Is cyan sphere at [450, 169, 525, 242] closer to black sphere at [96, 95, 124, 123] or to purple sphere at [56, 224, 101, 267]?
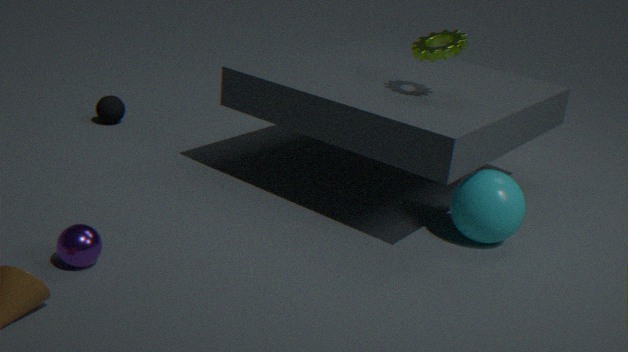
purple sphere at [56, 224, 101, 267]
